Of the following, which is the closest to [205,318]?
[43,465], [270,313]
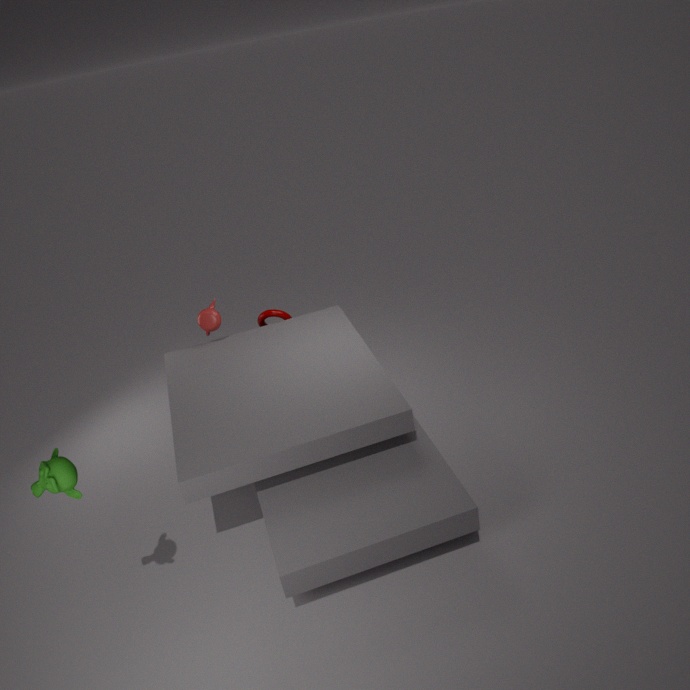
[270,313]
